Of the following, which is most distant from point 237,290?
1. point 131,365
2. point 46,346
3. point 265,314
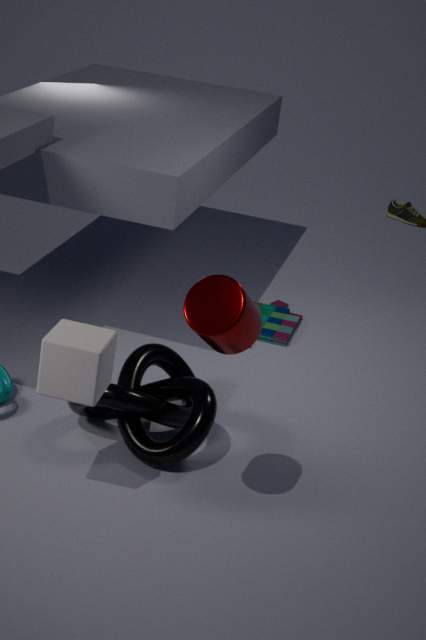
point 265,314
